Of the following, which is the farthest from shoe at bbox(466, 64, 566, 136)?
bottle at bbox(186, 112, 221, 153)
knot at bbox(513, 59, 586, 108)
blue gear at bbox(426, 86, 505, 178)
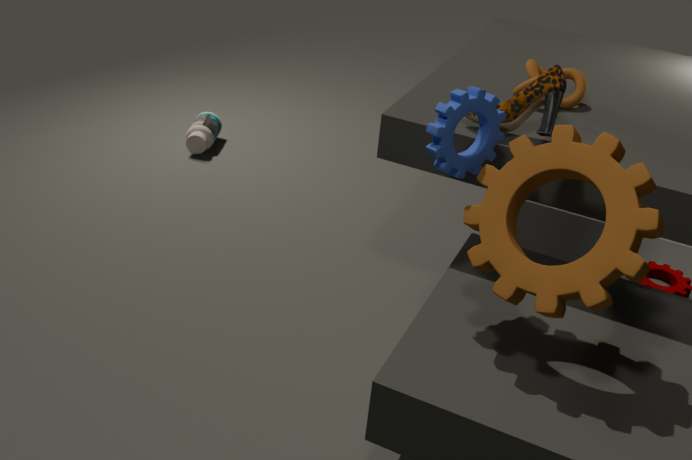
bottle at bbox(186, 112, 221, 153)
